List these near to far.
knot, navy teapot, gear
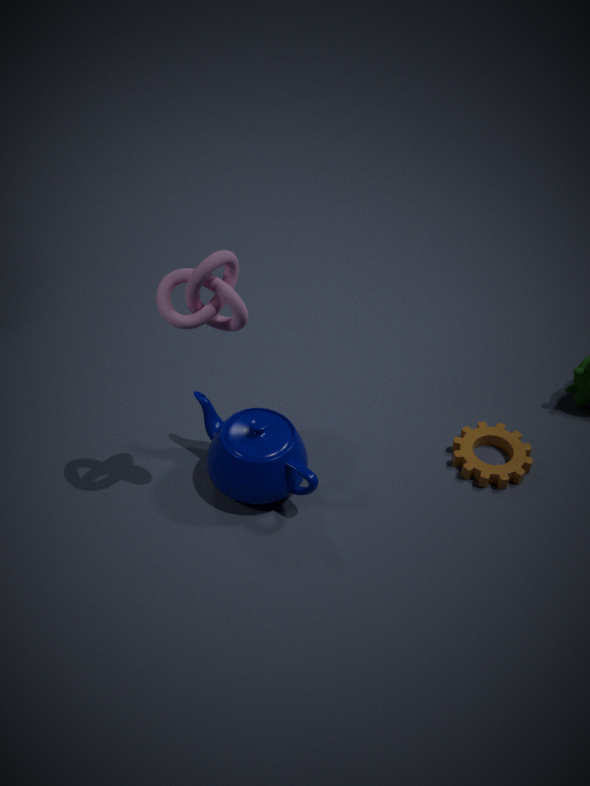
knot → navy teapot → gear
